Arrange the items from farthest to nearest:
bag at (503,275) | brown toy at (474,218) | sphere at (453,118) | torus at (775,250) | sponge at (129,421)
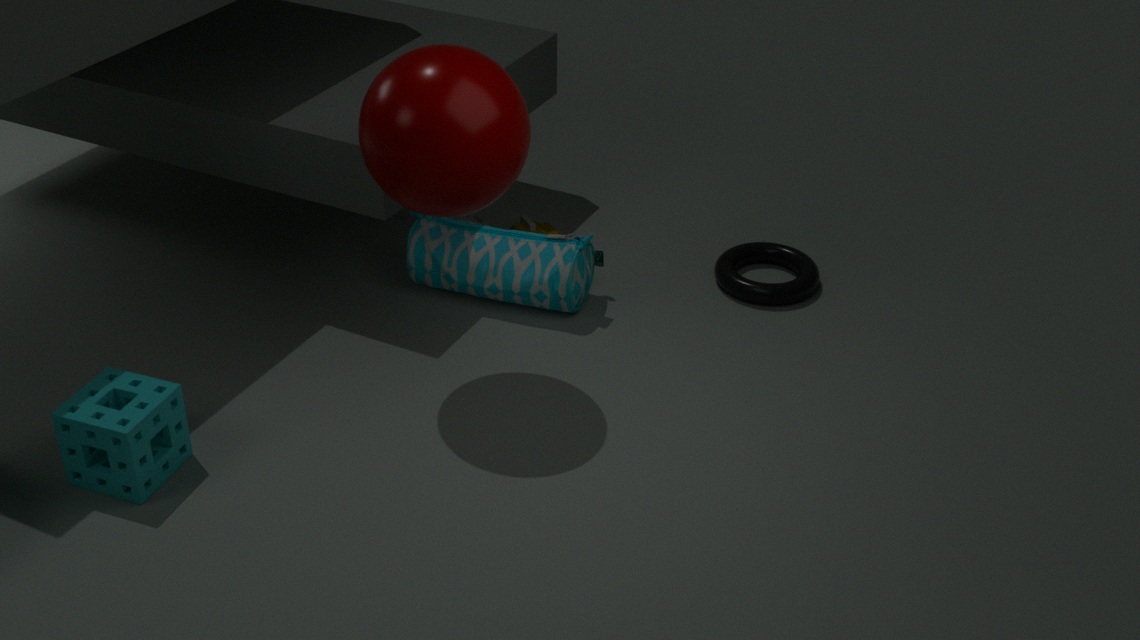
brown toy at (474,218), torus at (775,250), bag at (503,275), sphere at (453,118), sponge at (129,421)
